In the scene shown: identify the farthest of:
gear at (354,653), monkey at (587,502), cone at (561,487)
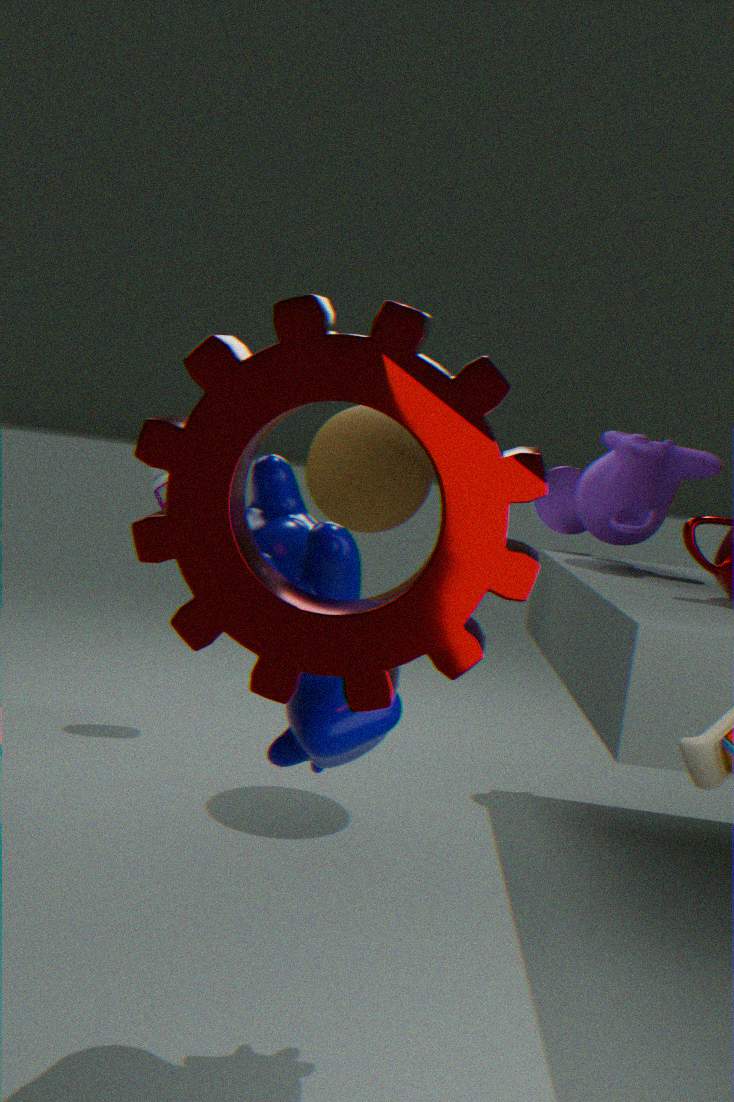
cone at (561,487)
